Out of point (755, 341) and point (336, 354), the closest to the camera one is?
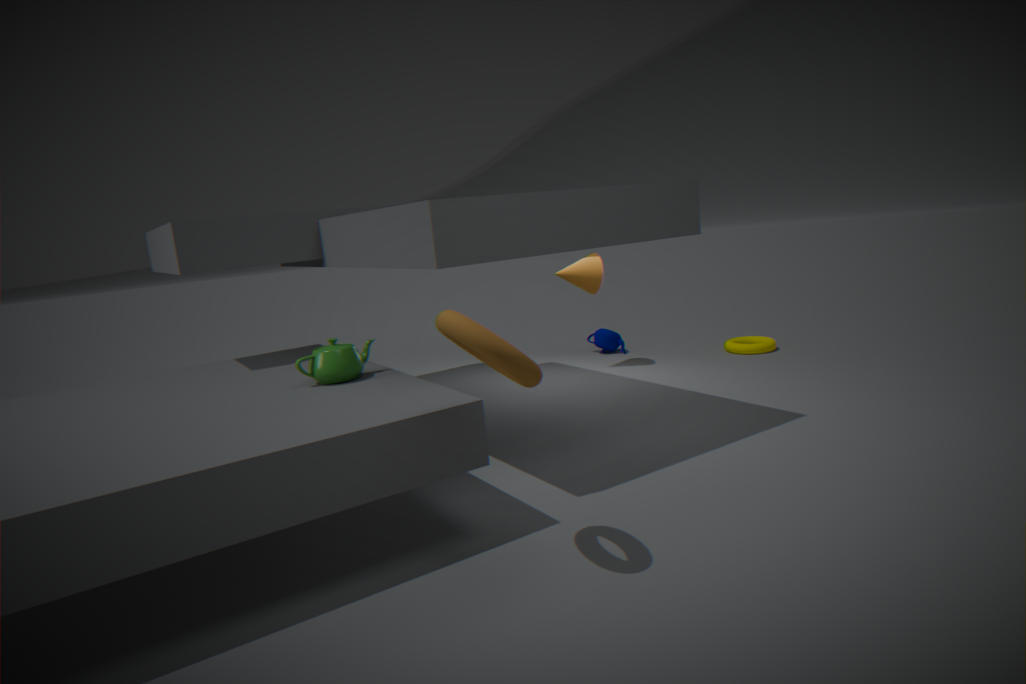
point (336, 354)
